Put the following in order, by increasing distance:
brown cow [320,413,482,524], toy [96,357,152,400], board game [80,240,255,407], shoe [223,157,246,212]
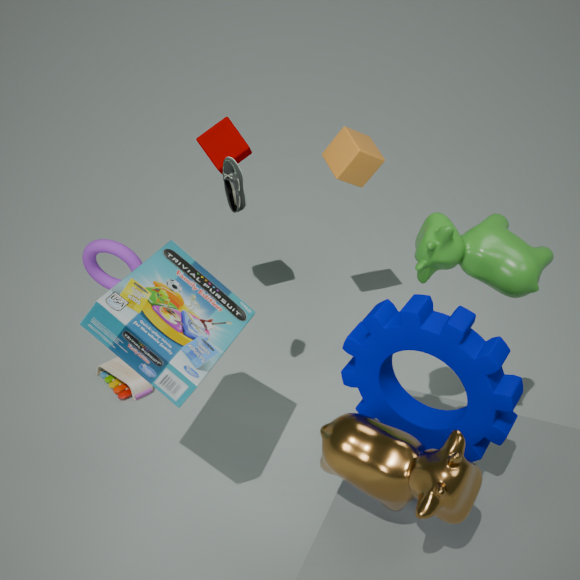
brown cow [320,413,482,524] → board game [80,240,255,407] → shoe [223,157,246,212] → toy [96,357,152,400]
